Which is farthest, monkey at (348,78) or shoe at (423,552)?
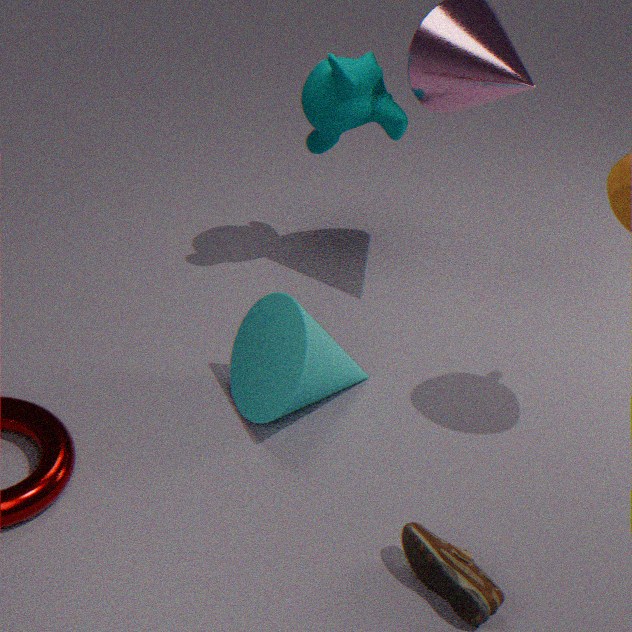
monkey at (348,78)
